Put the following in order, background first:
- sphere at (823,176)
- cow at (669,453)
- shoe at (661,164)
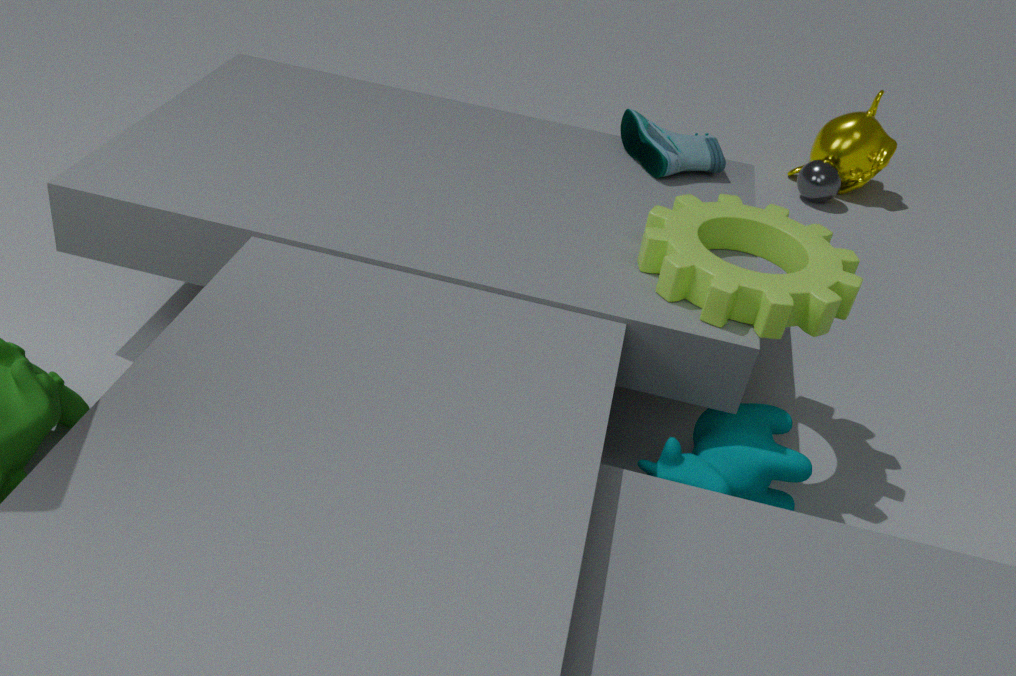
sphere at (823,176) < shoe at (661,164) < cow at (669,453)
